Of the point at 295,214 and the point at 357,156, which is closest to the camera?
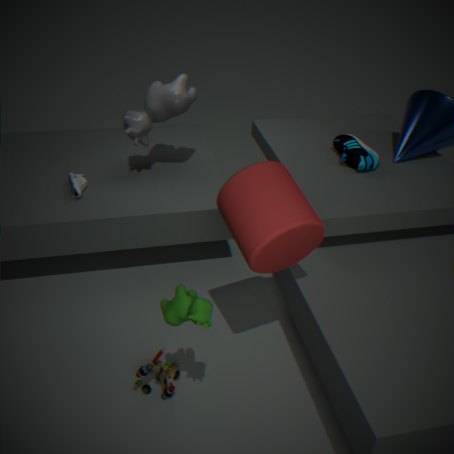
the point at 295,214
